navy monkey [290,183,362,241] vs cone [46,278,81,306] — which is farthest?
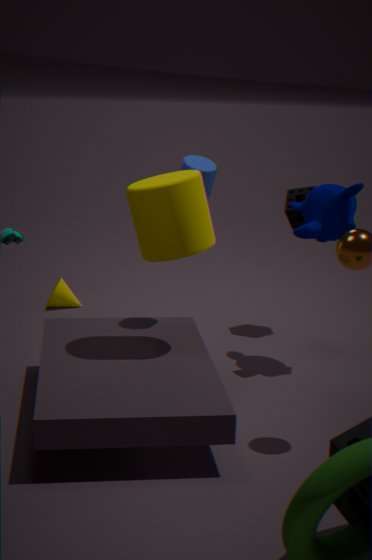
cone [46,278,81,306]
